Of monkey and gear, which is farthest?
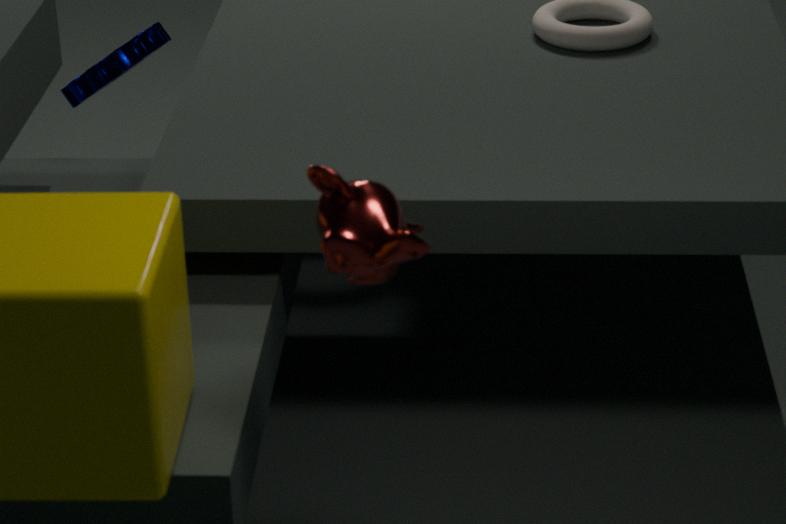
gear
